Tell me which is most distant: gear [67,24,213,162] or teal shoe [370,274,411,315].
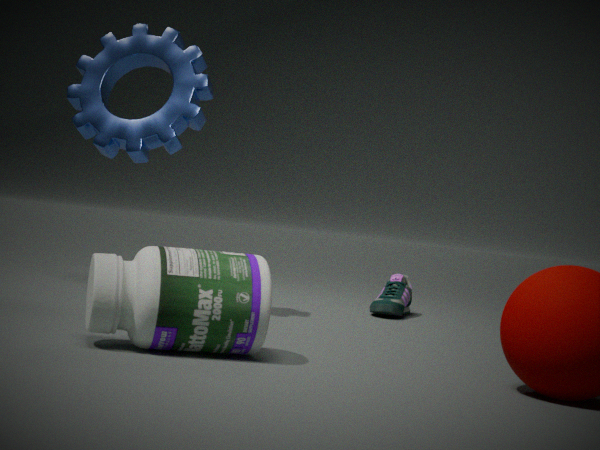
teal shoe [370,274,411,315]
